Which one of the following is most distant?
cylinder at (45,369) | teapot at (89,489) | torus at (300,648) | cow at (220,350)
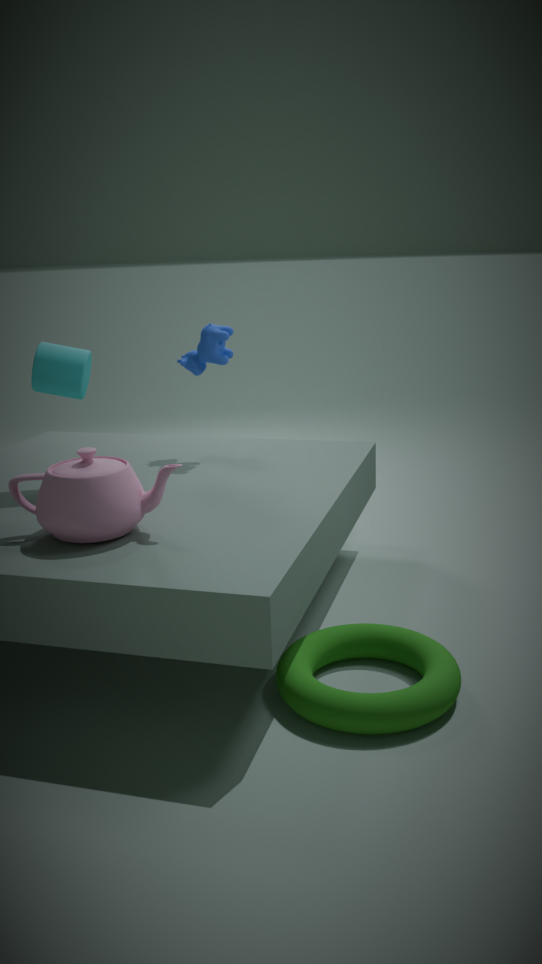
cow at (220,350)
